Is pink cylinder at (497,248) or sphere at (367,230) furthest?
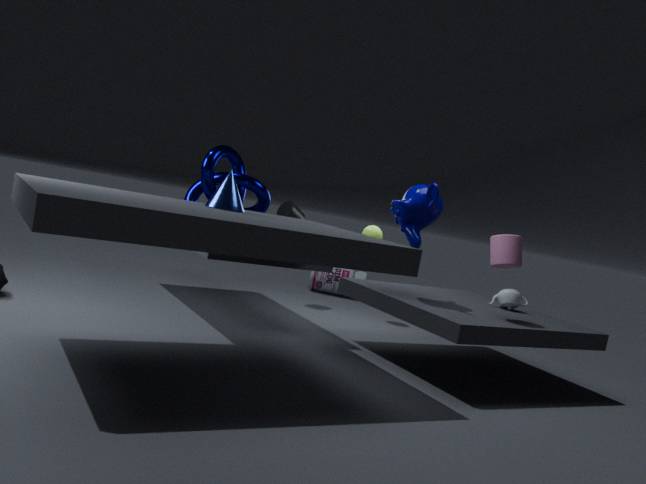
sphere at (367,230)
